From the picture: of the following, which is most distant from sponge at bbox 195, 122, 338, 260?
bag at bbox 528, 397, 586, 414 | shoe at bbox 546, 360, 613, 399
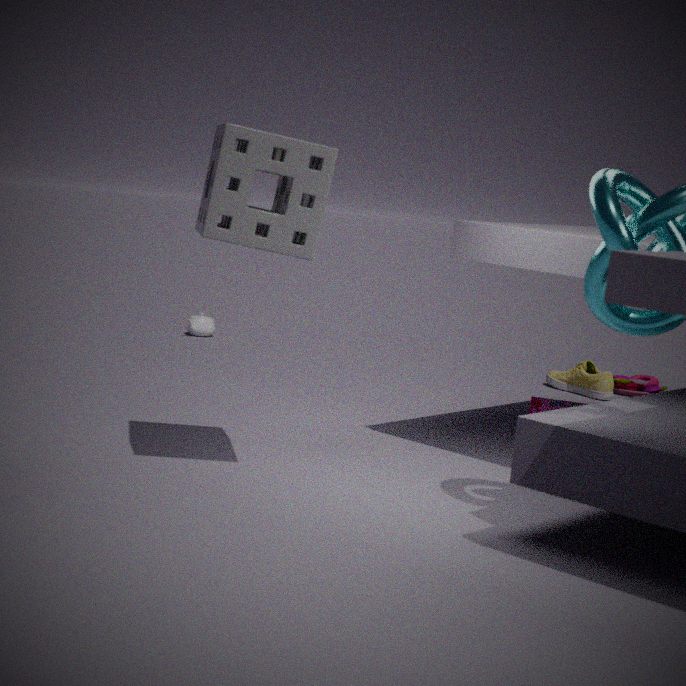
shoe at bbox 546, 360, 613, 399
